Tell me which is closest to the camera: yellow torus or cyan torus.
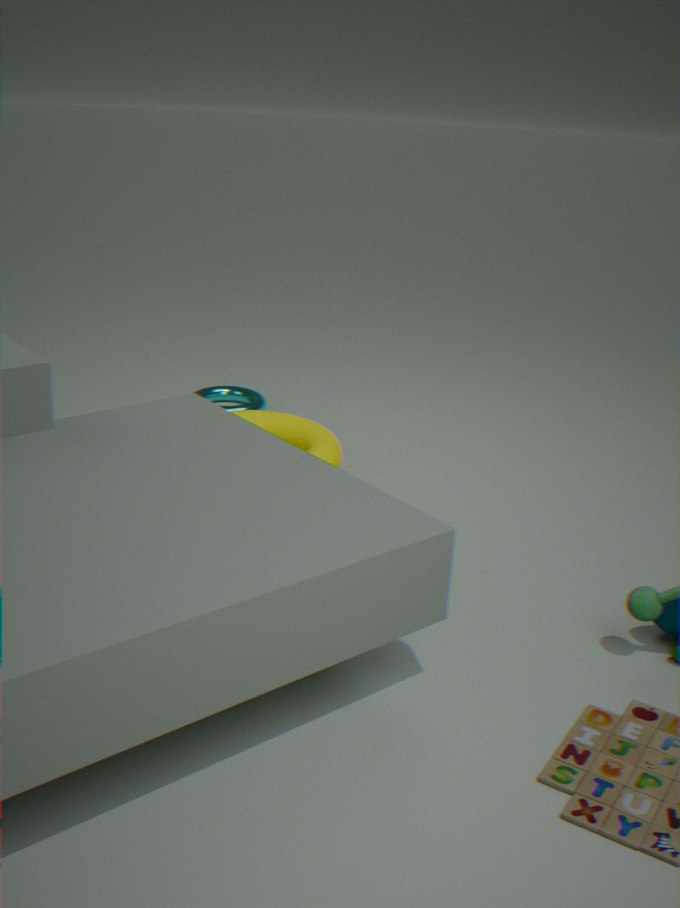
yellow torus
